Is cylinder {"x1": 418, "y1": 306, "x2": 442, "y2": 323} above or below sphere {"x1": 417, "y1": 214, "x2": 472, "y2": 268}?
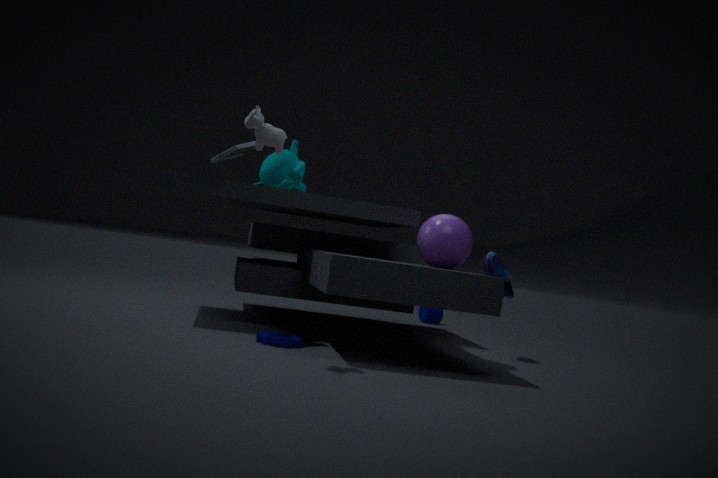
below
